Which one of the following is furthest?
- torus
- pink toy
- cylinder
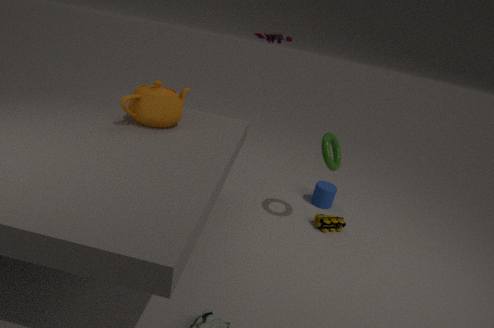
cylinder
